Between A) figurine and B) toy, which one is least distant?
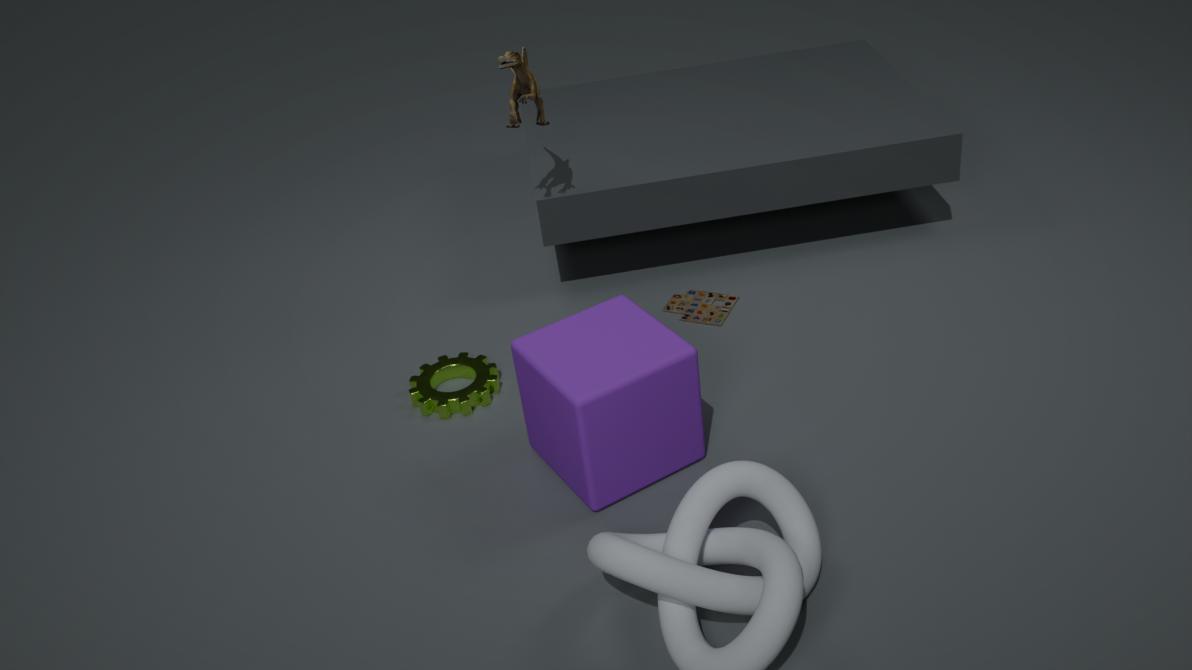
A. figurine
